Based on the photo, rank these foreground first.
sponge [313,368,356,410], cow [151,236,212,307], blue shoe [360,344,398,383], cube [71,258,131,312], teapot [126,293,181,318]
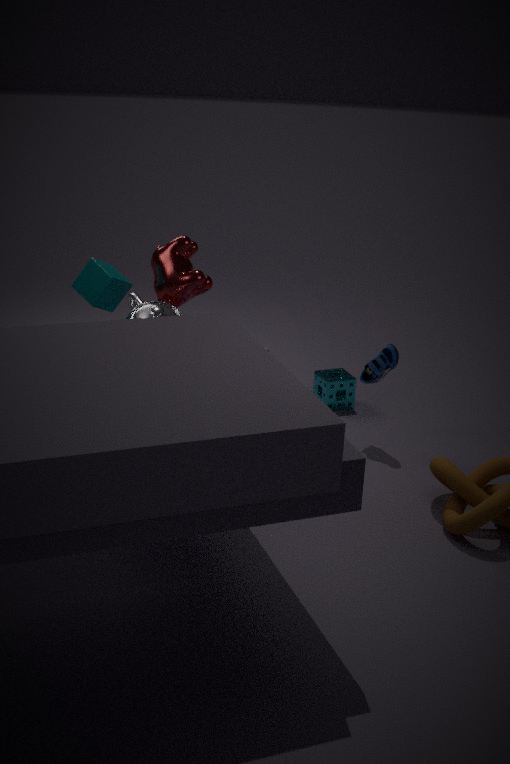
teapot [126,293,181,318] < cube [71,258,131,312] < cow [151,236,212,307] < blue shoe [360,344,398,383] < sponge [313,368,356,410]
